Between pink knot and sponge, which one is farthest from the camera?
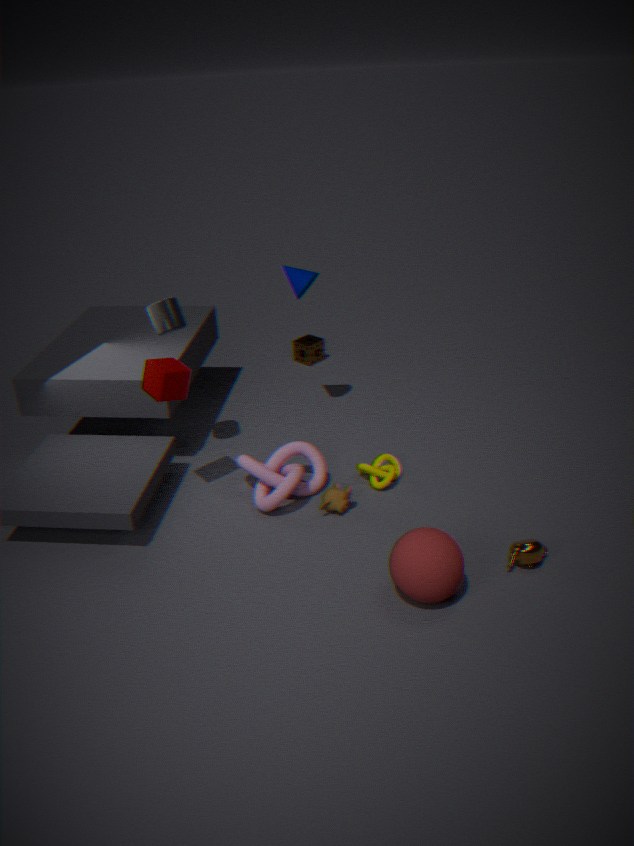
sponge
